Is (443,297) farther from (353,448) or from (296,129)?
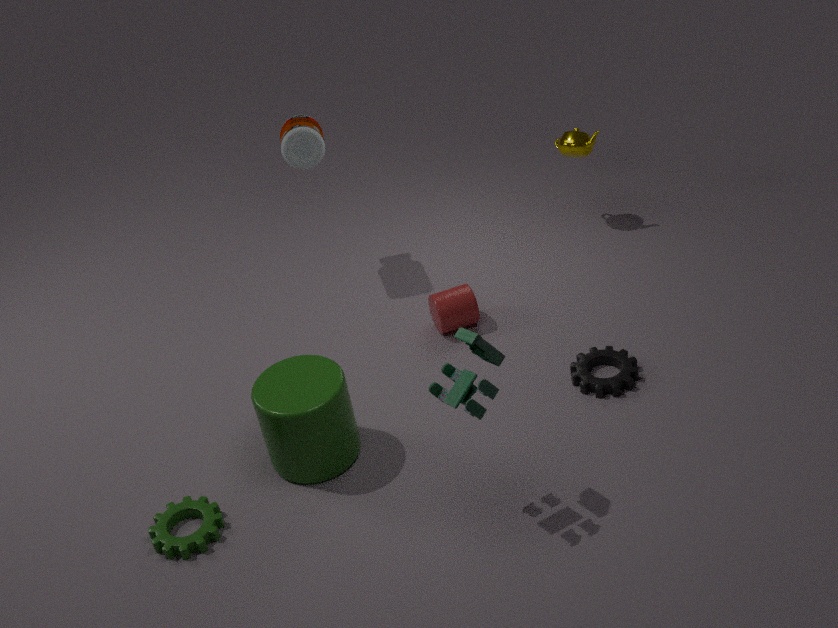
(296,129)
